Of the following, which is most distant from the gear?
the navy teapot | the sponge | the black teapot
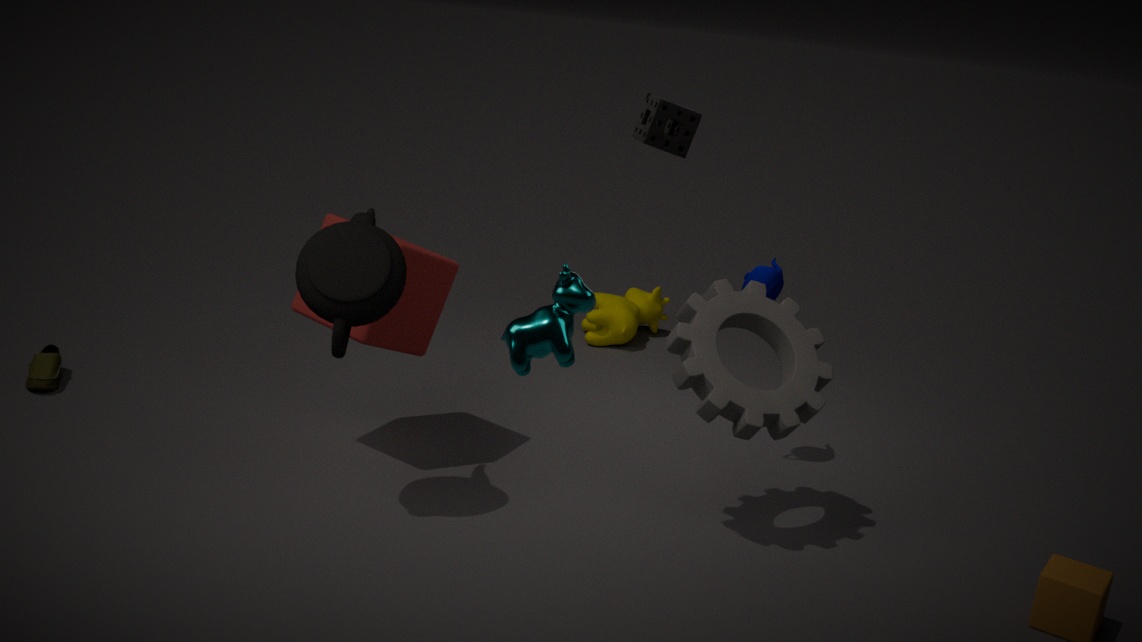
the black teapot
